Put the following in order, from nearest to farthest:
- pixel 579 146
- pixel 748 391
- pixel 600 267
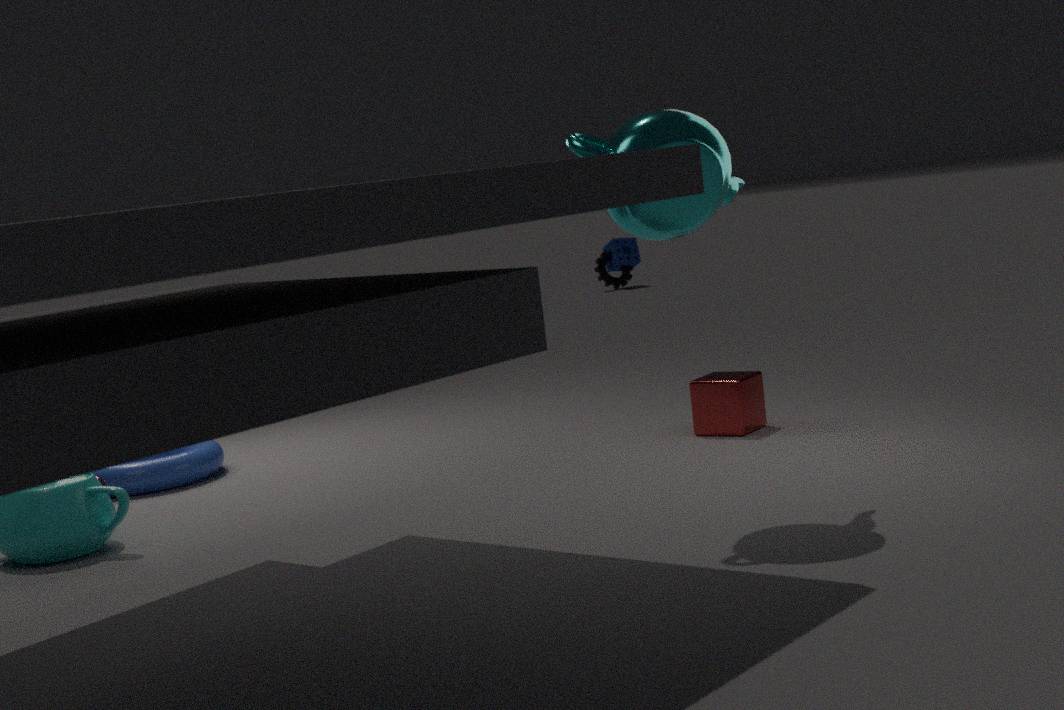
1. pixel 579 146
2. pixel 748 391
3. pixel 600 267
